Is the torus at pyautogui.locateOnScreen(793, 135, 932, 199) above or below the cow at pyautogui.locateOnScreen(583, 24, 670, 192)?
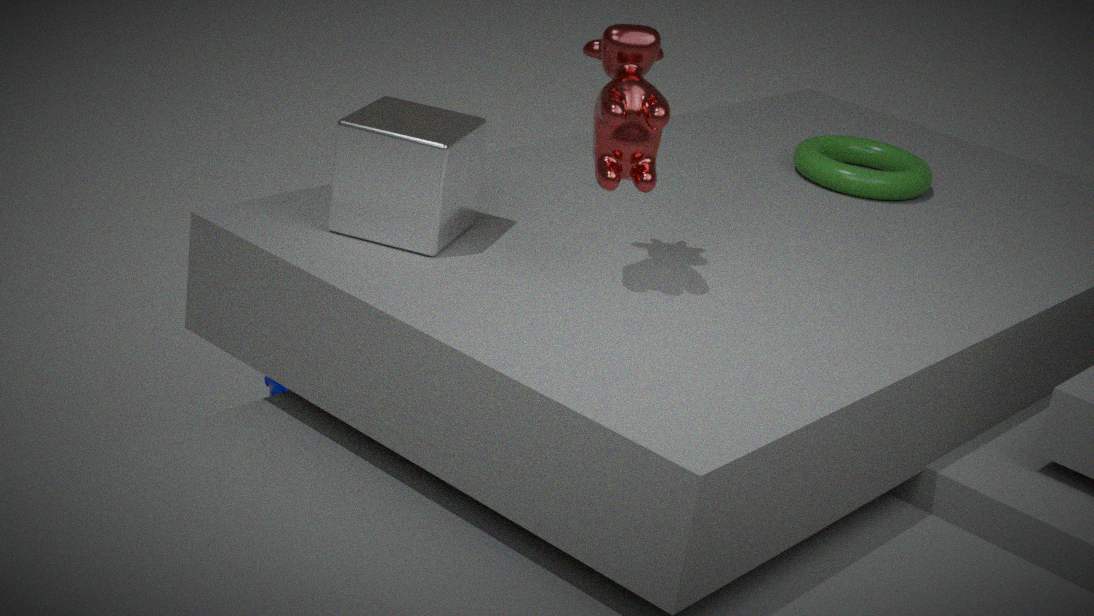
below
